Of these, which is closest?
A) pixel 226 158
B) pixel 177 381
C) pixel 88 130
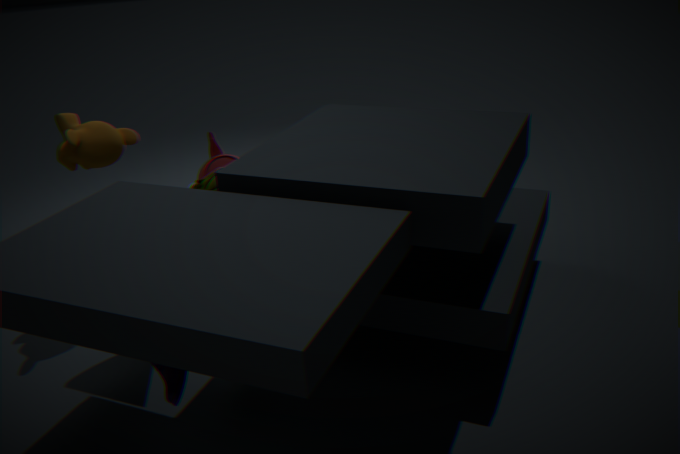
pixel 177 381
